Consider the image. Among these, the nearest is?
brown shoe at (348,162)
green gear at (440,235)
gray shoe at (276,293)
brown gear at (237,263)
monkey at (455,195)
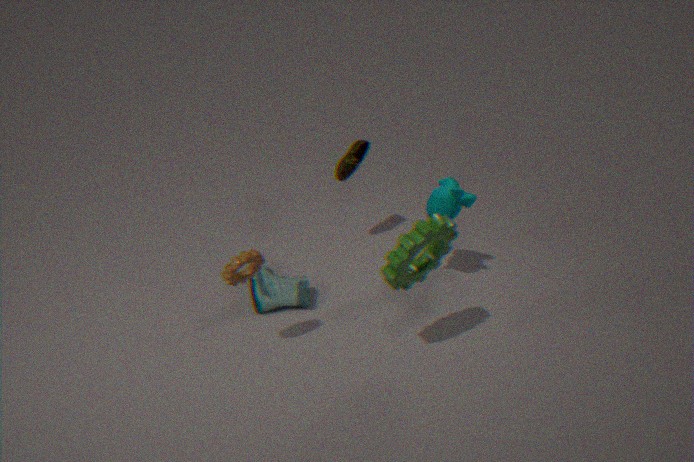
green gear at (440,235)
